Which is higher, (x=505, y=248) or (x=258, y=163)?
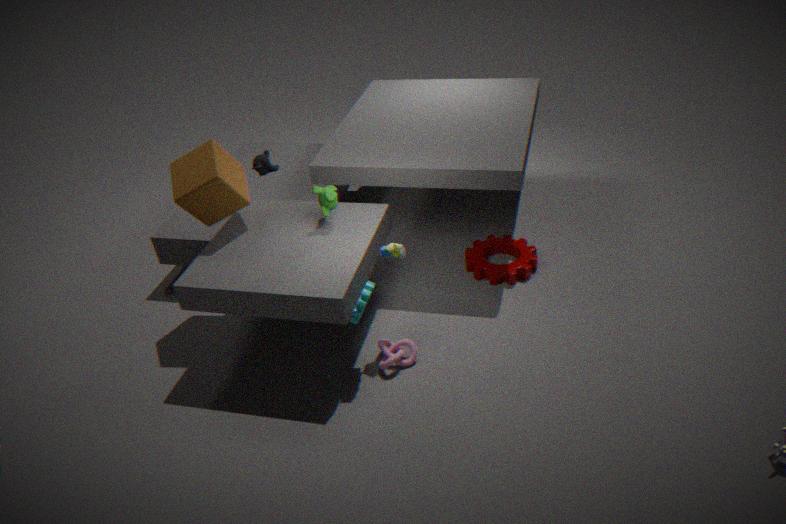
(x=258, y=163)
